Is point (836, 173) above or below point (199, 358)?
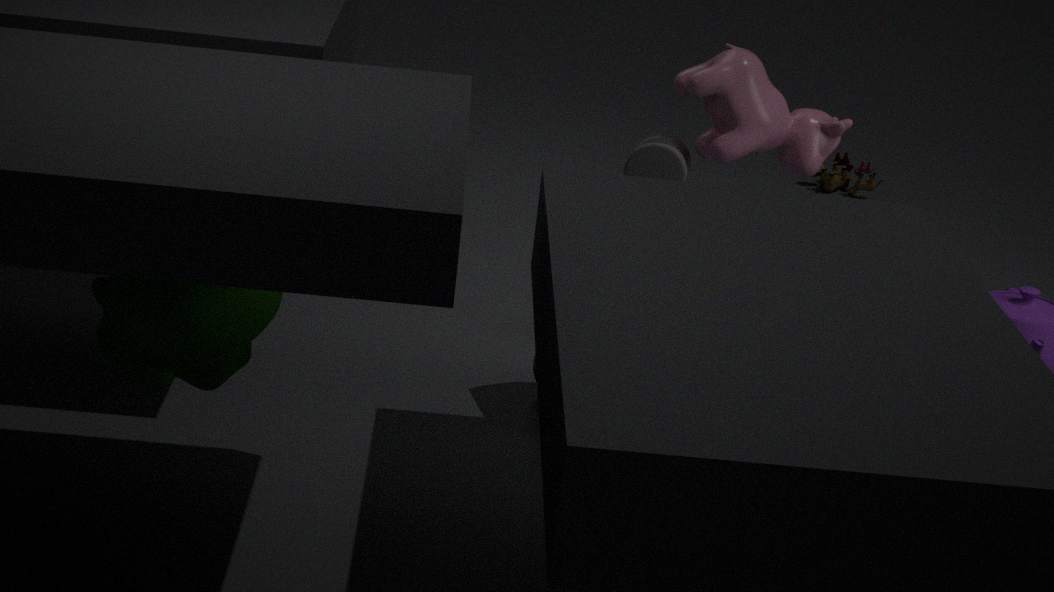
below
